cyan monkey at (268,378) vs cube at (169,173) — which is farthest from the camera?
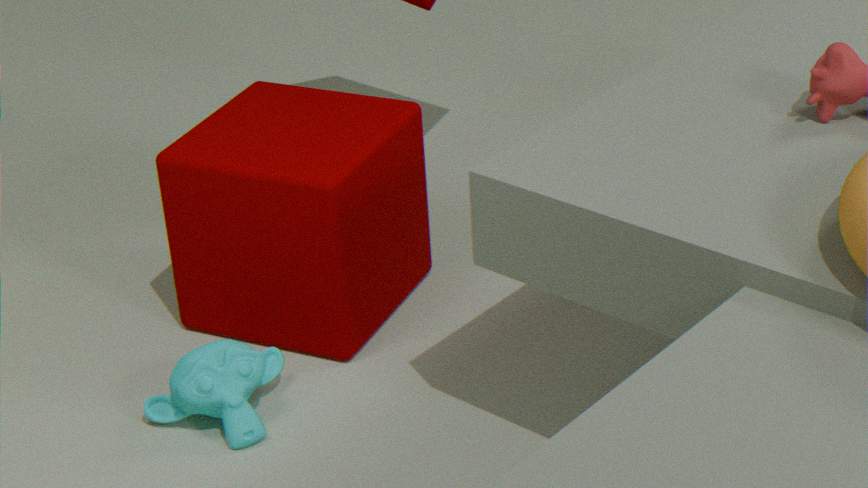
cube at (169,173)
